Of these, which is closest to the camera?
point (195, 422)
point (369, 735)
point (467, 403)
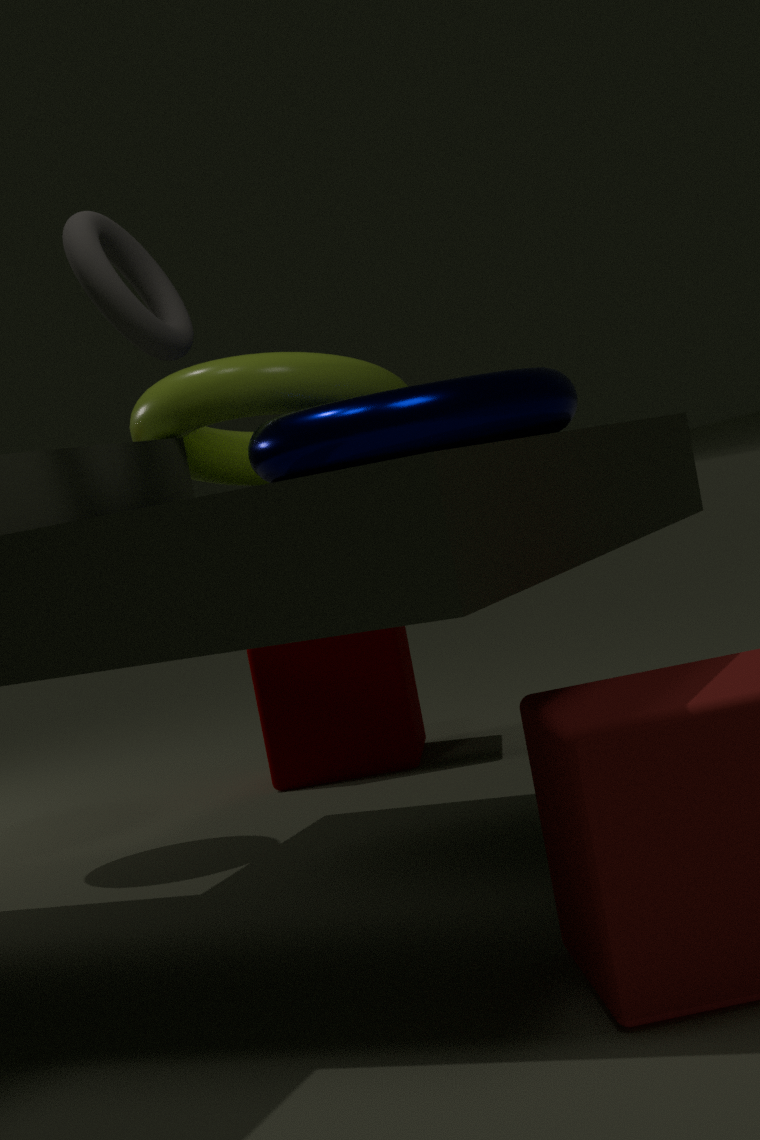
point (467, 403)
